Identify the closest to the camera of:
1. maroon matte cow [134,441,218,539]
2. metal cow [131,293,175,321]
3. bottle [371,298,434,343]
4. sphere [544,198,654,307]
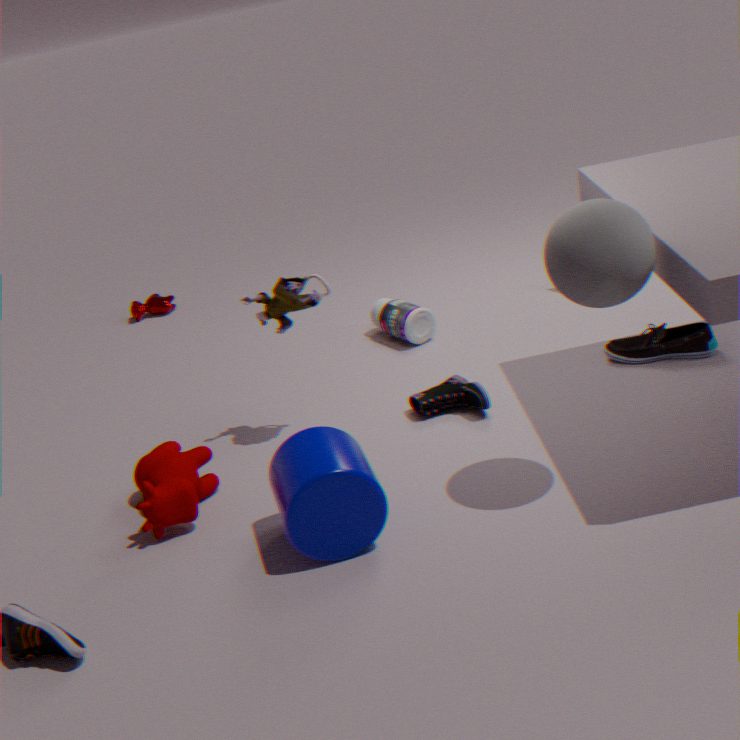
sphere [544,198,654,307]
